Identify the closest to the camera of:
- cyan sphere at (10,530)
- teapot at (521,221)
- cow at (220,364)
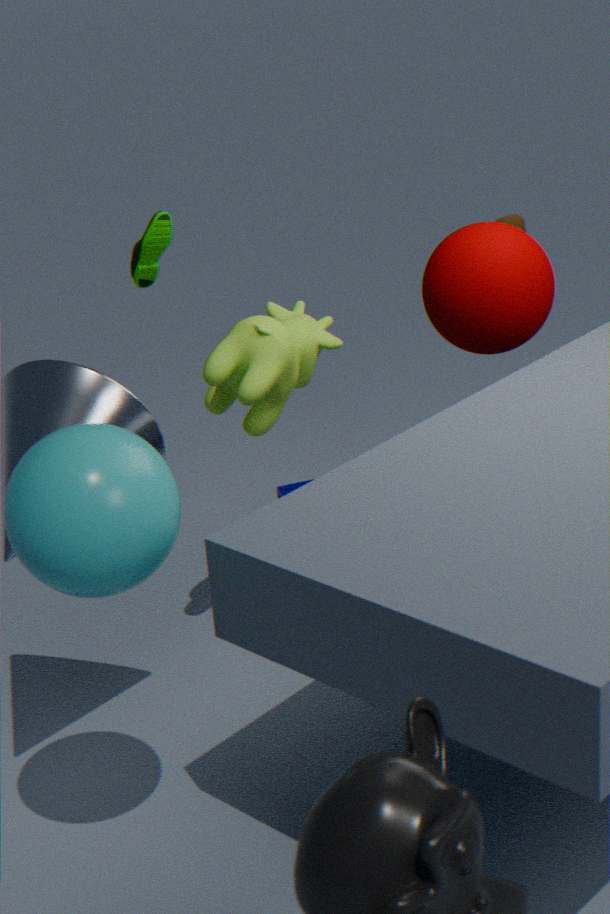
cyan sphere at (10,530)
